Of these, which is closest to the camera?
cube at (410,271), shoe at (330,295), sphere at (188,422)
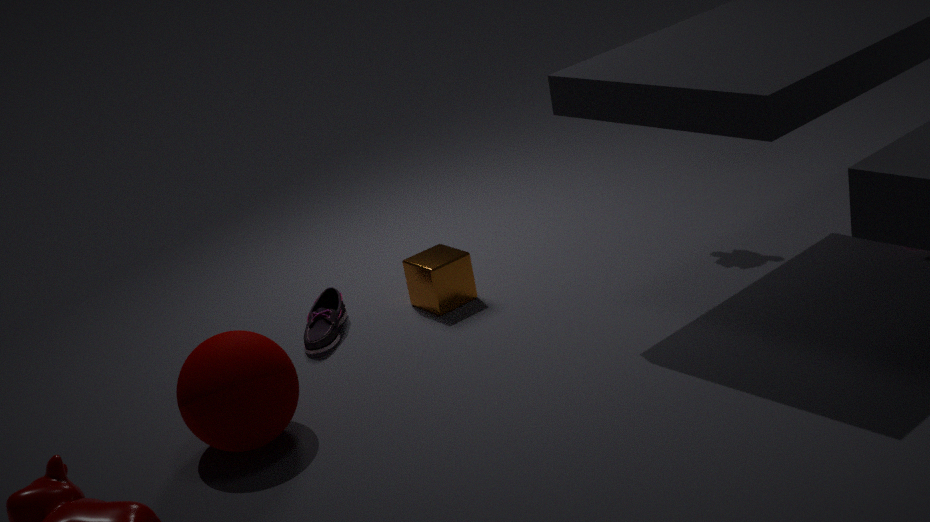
sphere at (188,422)
